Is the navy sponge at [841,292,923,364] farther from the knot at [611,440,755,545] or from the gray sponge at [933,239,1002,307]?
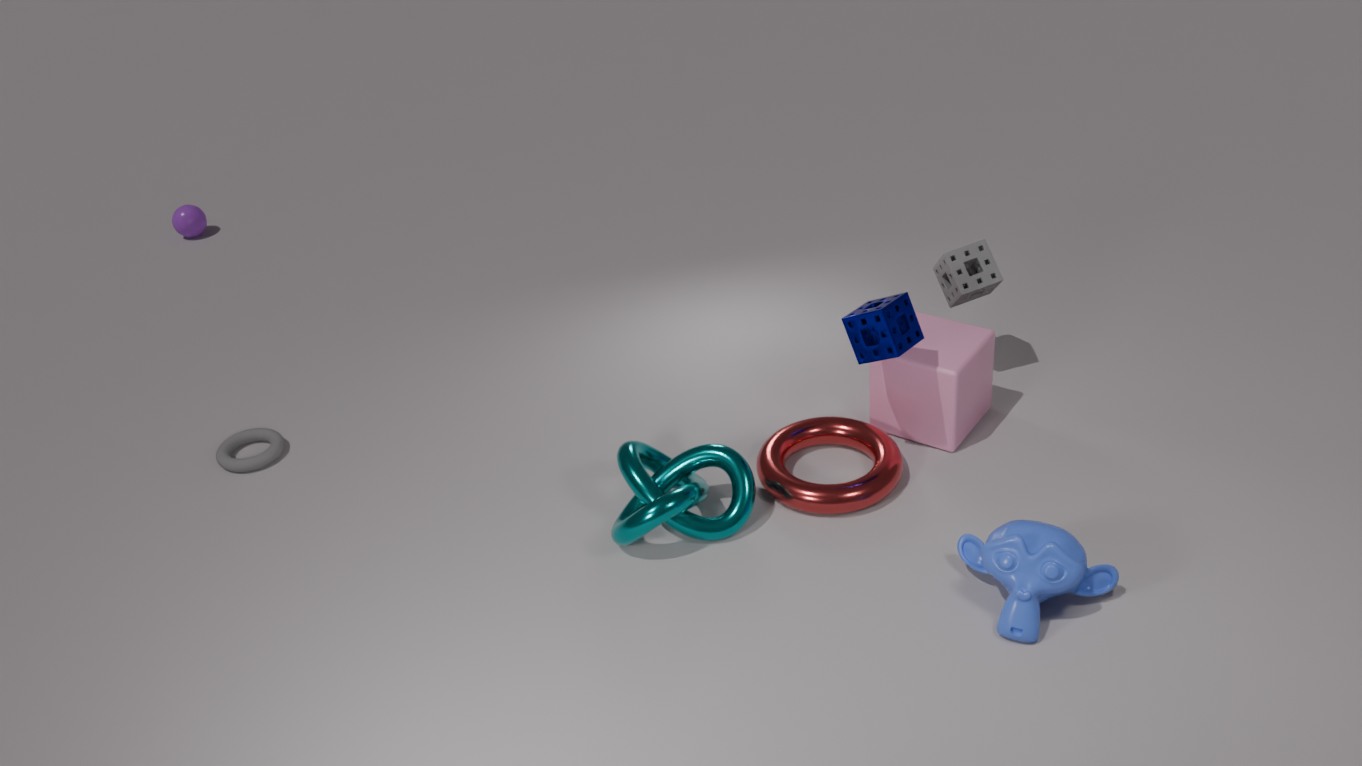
the knot at [611,440,755,545]
